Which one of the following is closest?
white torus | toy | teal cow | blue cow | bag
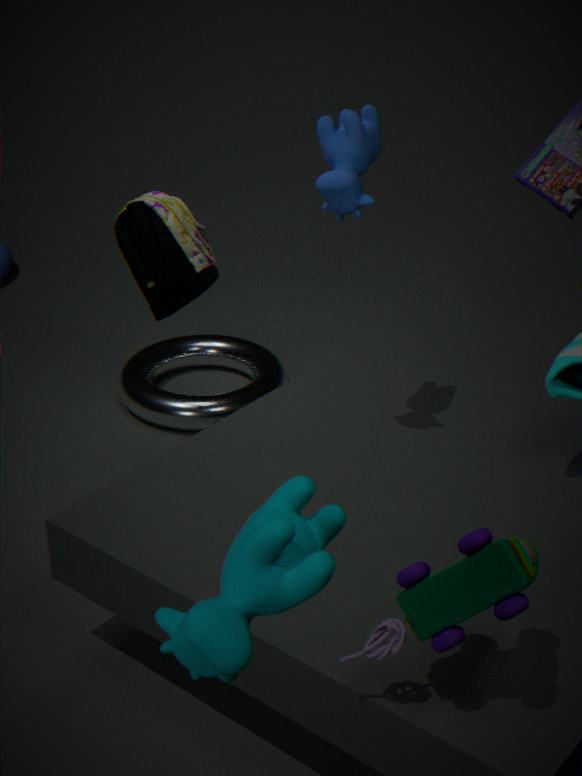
teal cow
